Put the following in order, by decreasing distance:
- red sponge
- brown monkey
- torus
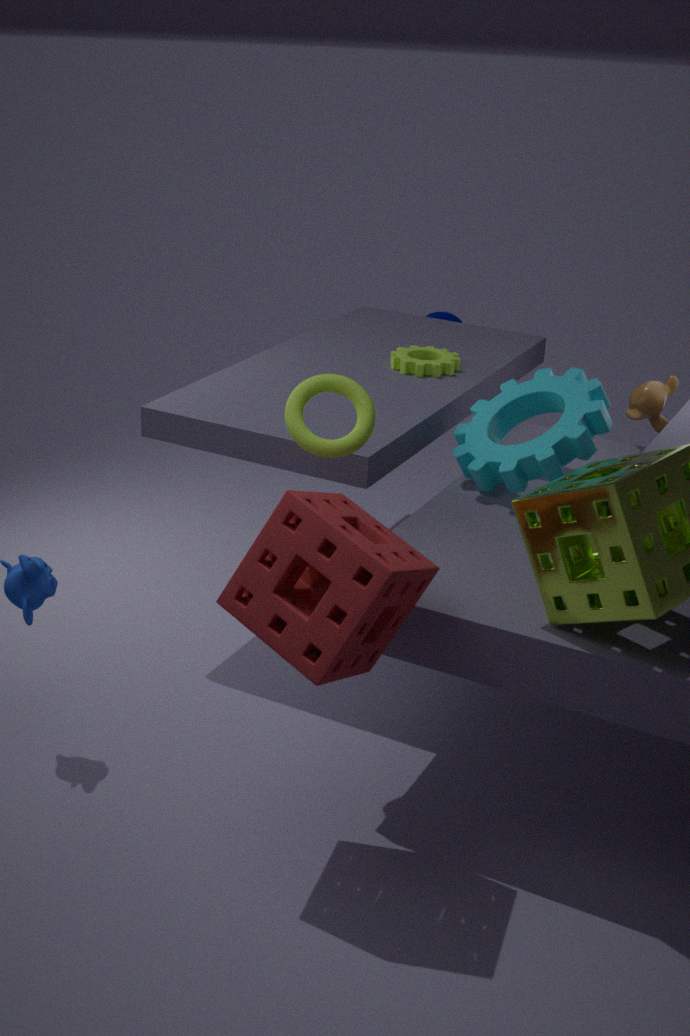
brown monkey
torus
red sponge
